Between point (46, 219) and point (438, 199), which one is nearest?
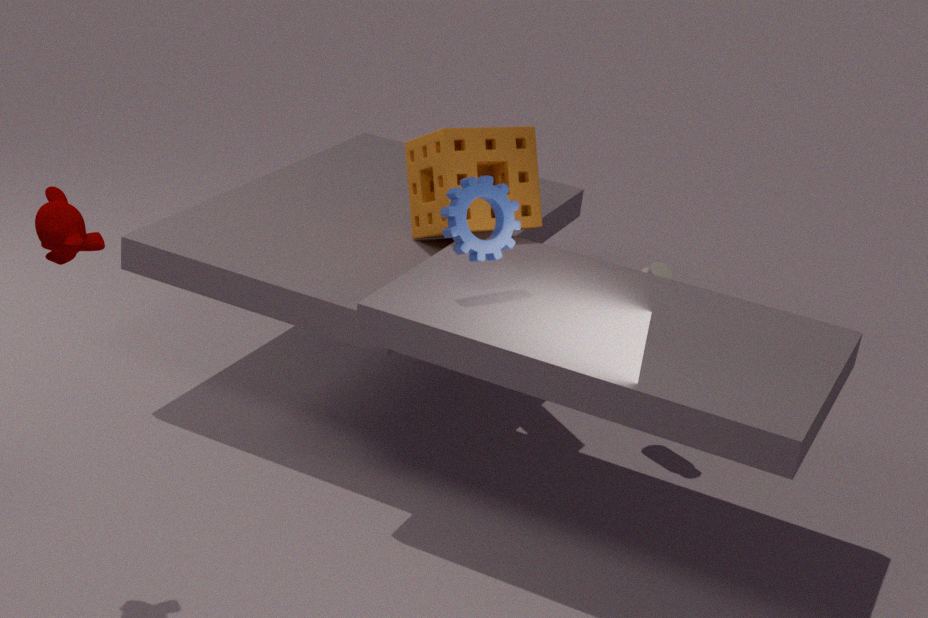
point (46, 219)
